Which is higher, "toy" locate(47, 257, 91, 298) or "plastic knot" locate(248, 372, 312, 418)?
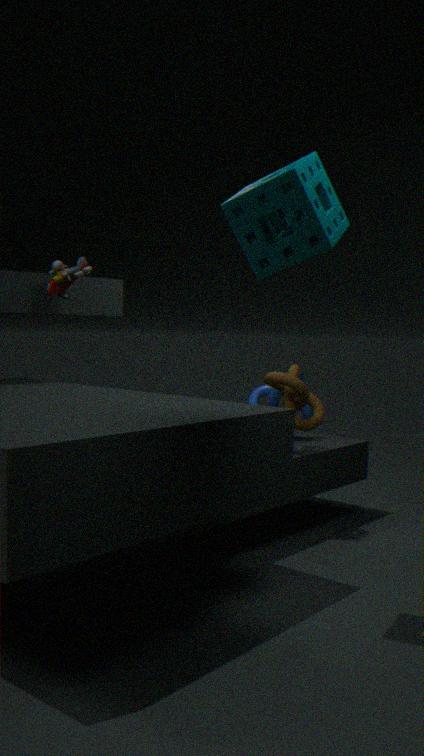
"toy" locate(47, 257, 91, 298)
